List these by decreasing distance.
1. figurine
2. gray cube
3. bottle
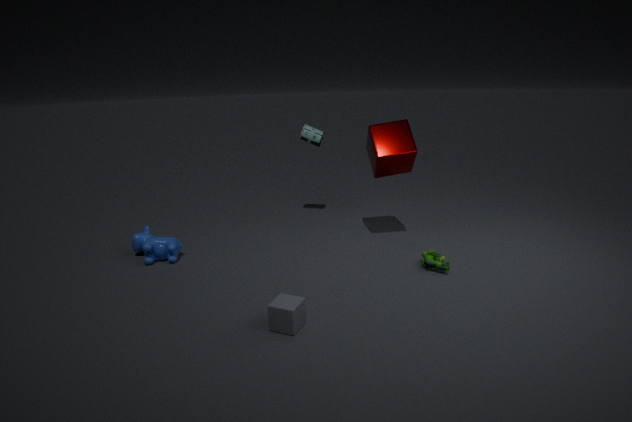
1. bottle
2. figurine
3. gray cube
